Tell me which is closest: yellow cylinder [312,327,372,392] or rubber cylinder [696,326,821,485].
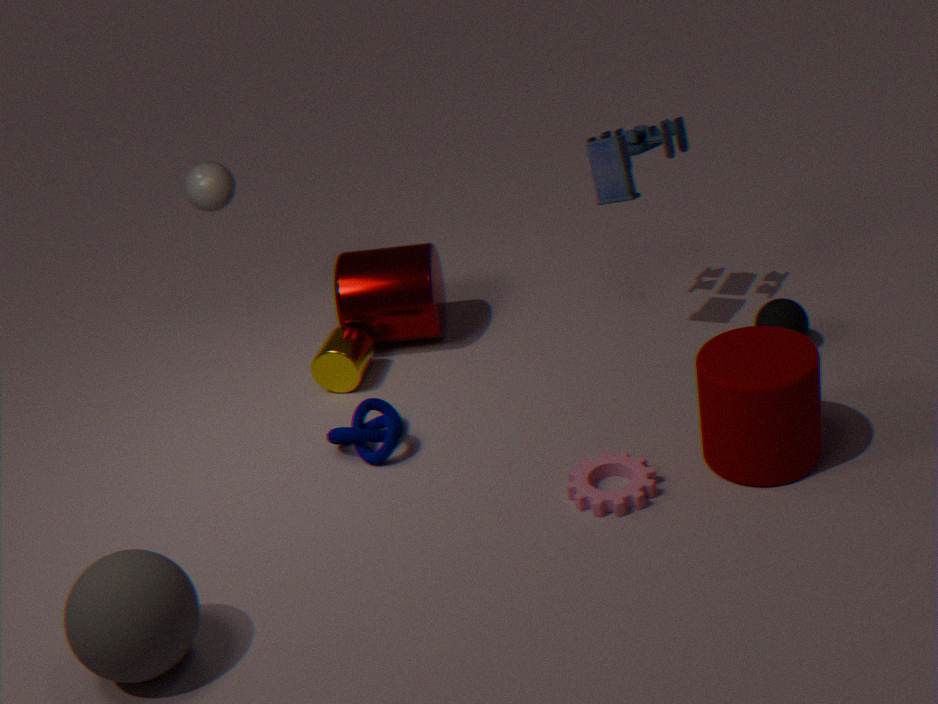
rubber cylinder [696,326,821,485]
